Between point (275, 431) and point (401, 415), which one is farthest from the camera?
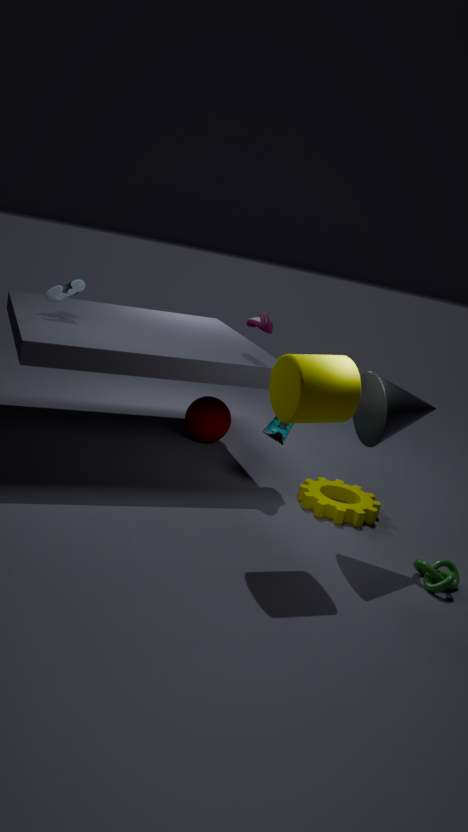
point (275, 431)
